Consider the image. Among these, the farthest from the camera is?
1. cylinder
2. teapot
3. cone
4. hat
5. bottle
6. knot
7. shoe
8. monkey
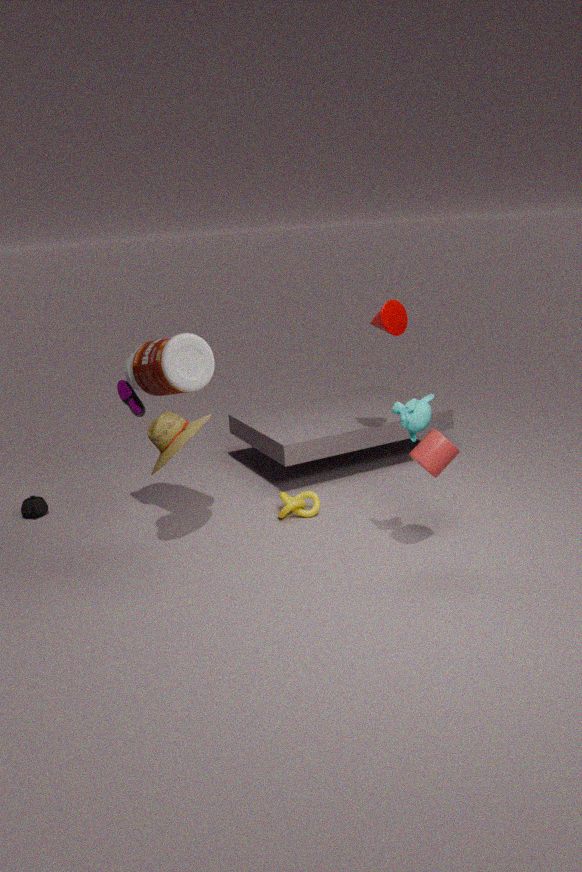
teapot
